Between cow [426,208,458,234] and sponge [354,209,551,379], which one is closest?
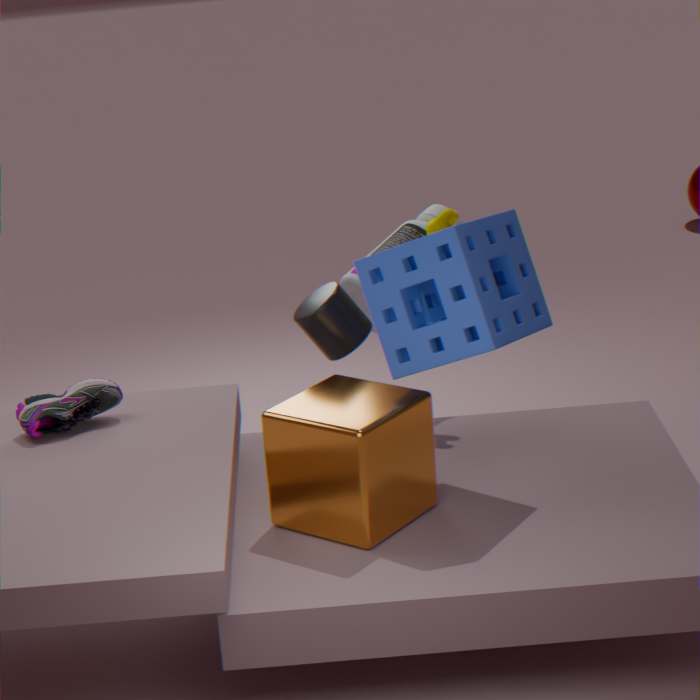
sponge [354,209,551,379]
